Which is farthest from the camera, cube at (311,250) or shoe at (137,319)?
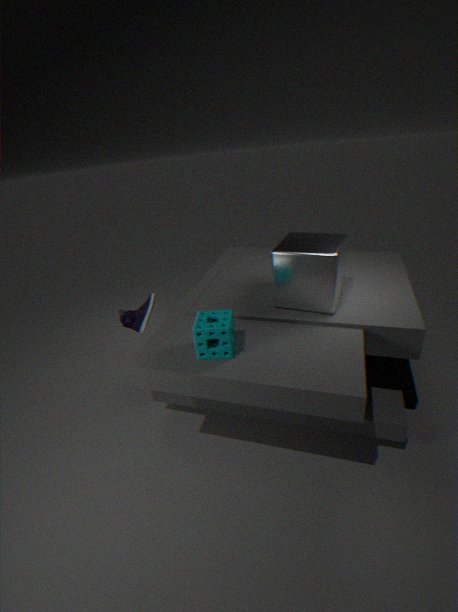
shoe at (137,319)
